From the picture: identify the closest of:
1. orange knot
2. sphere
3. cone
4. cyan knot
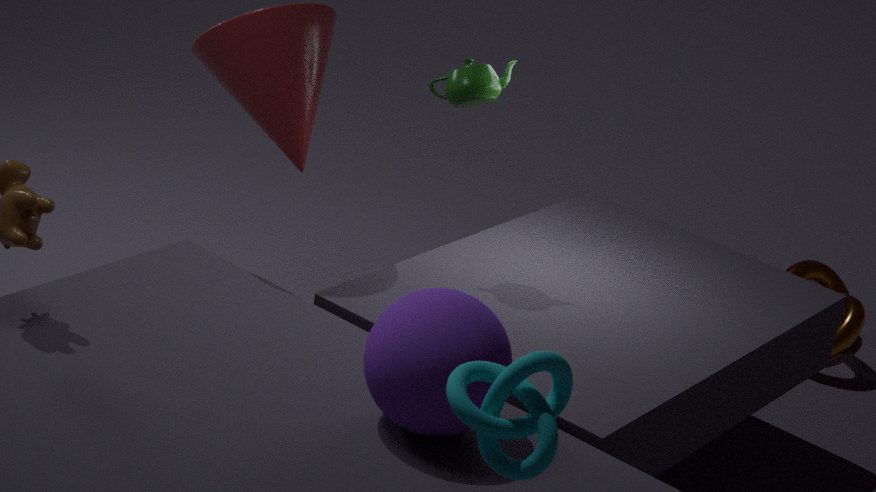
cyan knot
